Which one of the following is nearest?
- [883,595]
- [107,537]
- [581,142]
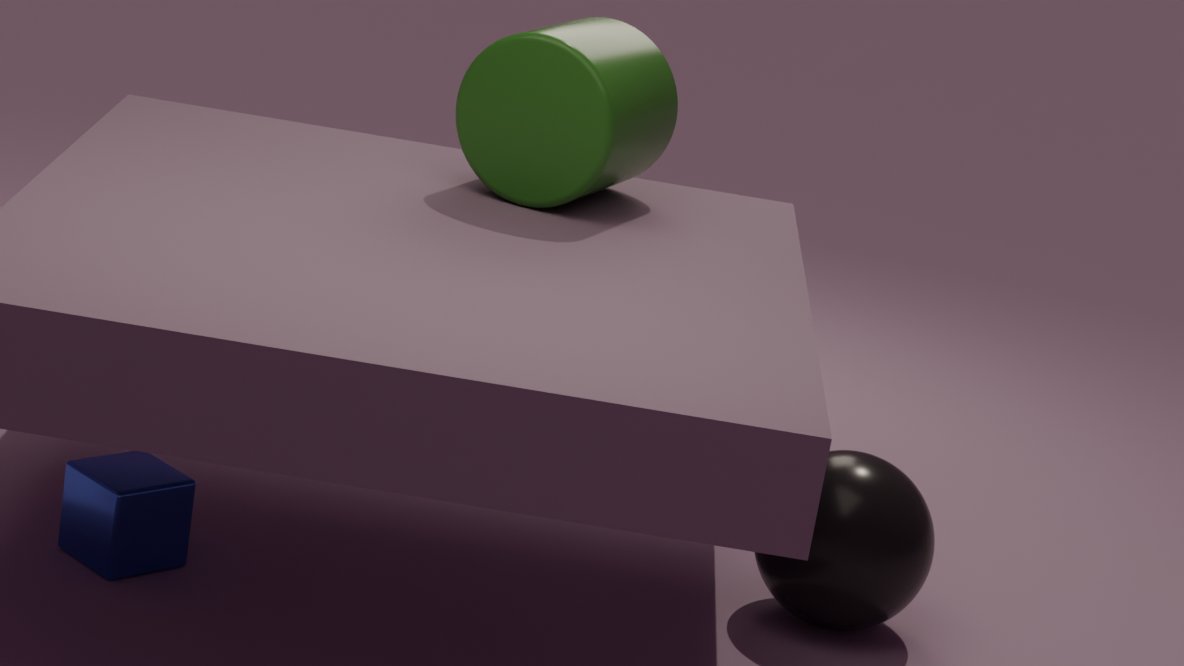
[107,537]
